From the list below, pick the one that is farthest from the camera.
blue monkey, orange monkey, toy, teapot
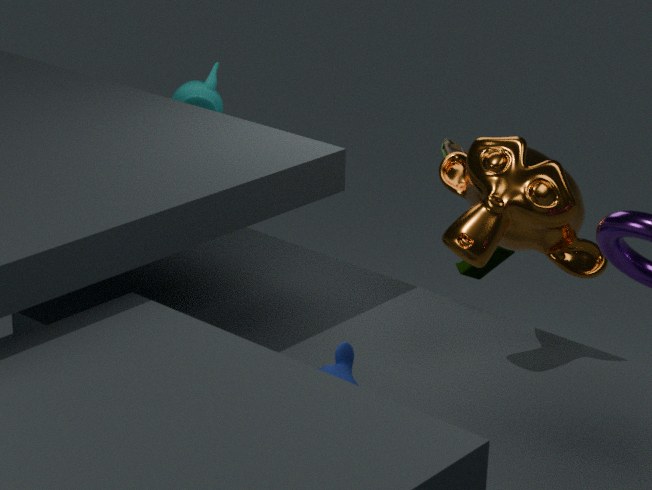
Result: teapot
